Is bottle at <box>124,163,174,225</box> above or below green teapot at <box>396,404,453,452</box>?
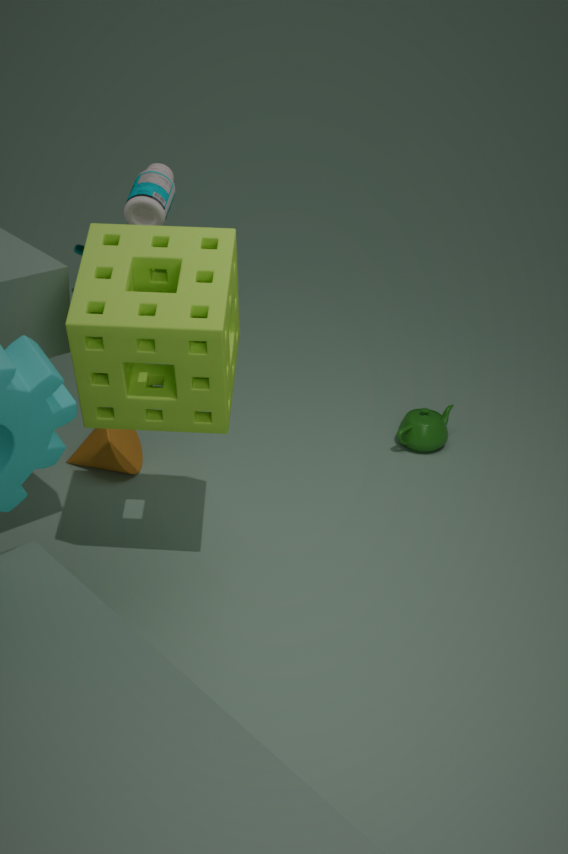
above
